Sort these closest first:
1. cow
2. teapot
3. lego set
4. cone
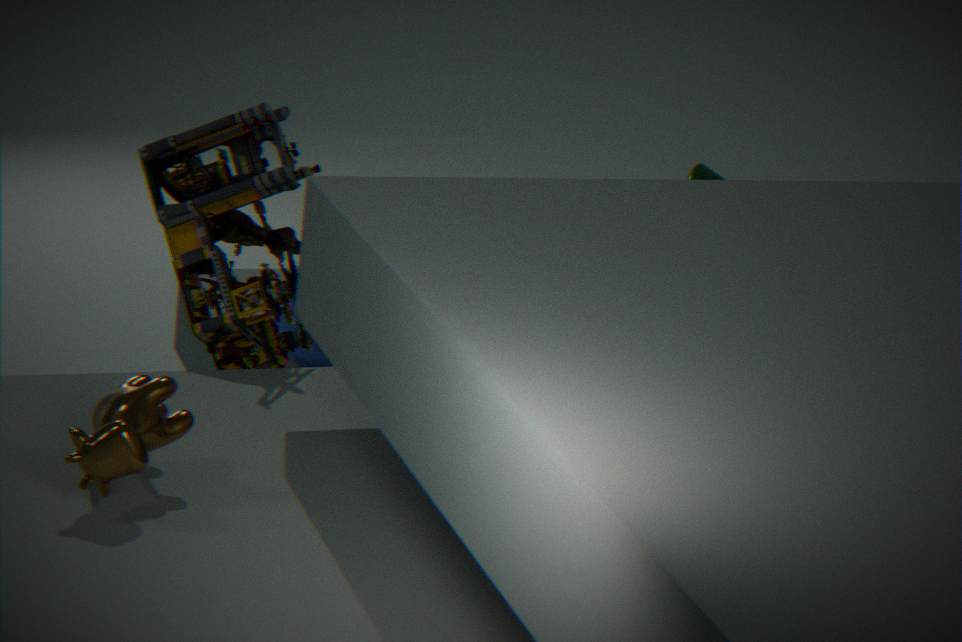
1. cow
2. lego set
3. cone
4. teapot
